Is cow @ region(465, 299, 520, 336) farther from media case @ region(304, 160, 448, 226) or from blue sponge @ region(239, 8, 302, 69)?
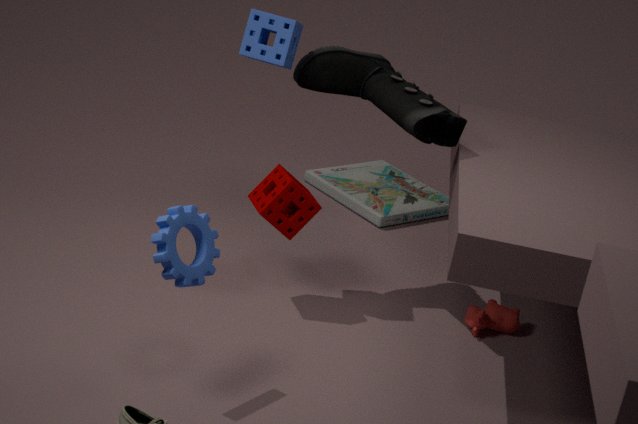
blue sponge @ region(239, 8, 302, 69)
